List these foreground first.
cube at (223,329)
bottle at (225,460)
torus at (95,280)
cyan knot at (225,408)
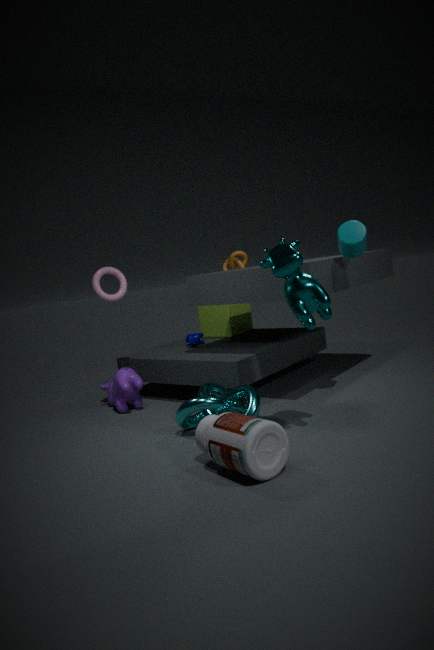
bottle at (225,460), cyan knot at (225,408), torus at (95,280), cube at (223,329)
